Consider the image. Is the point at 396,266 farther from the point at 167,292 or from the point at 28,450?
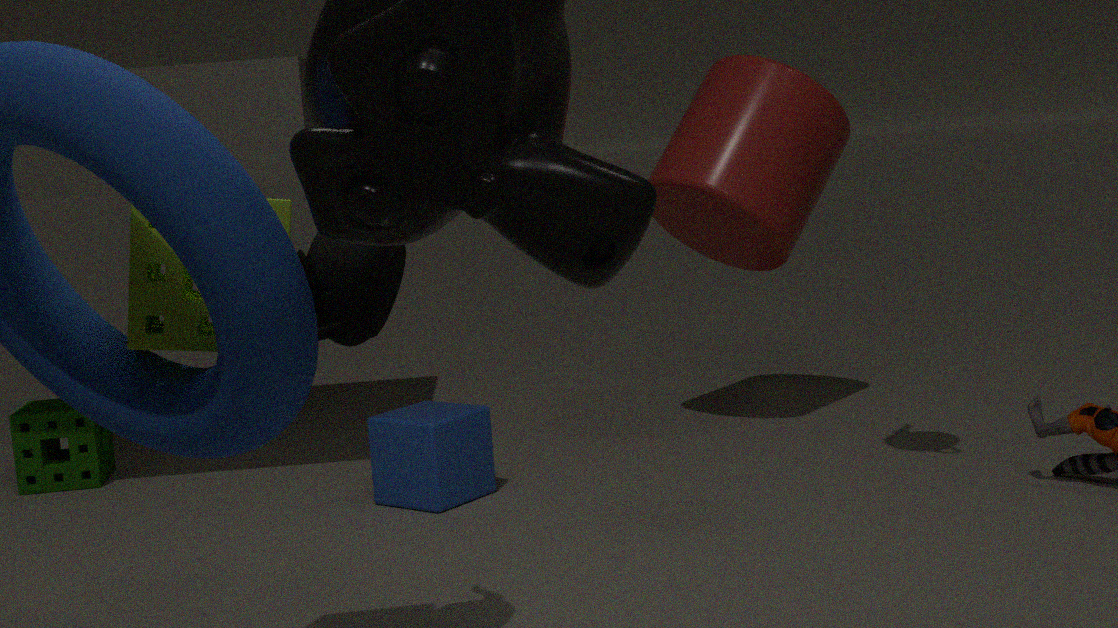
the point at 28,450
